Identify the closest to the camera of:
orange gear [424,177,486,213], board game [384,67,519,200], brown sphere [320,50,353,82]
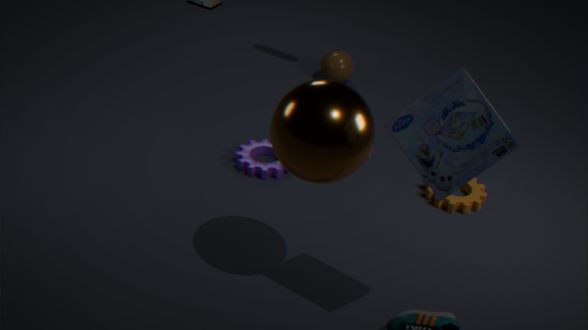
board game [384,67,519,200]
